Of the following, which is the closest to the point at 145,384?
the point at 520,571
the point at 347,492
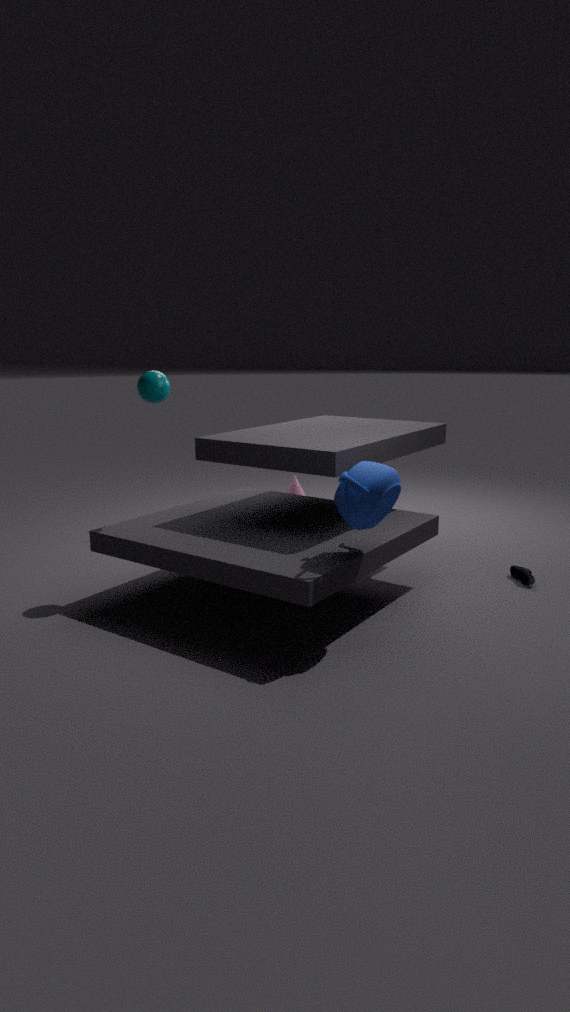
the point at 347,492
